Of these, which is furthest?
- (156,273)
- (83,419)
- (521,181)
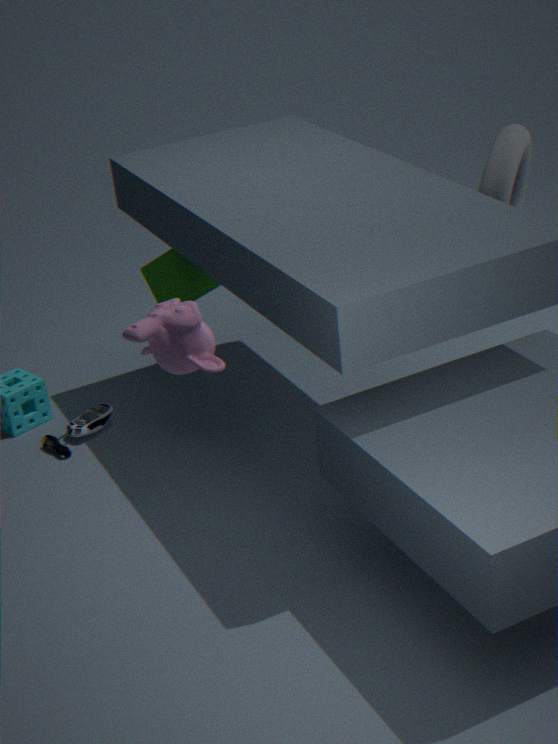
(83,419)
